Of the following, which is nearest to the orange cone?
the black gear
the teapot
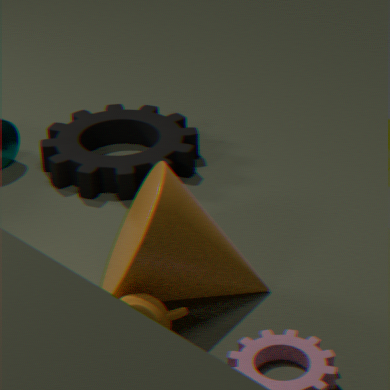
the teapot
